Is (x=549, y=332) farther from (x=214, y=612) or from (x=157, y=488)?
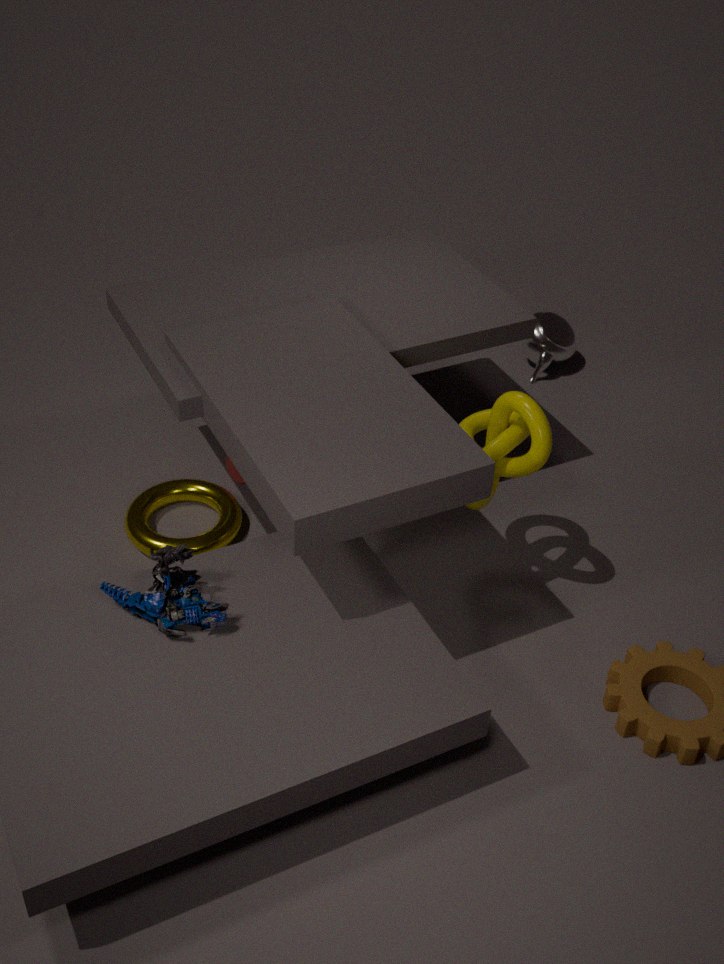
(x=214, y=612)
